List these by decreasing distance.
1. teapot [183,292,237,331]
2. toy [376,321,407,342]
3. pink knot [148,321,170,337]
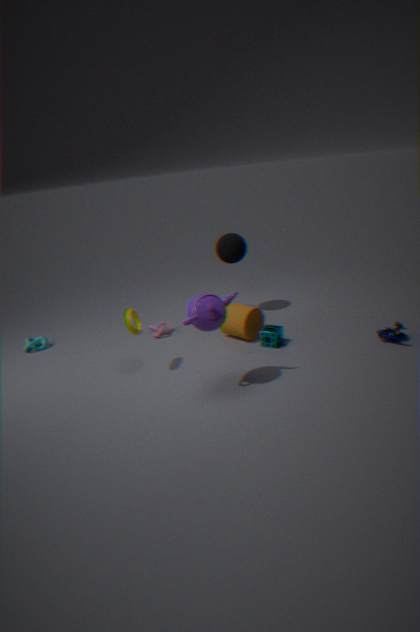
1. pink knot [148,321,170,337]
2. toy [376,321,407,342]
3. teapot [183,292,237,331]
